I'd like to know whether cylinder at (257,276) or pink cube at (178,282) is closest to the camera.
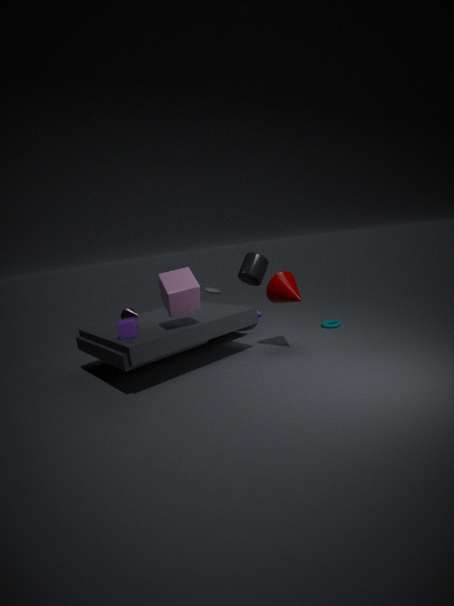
pink cube at (178,282)
